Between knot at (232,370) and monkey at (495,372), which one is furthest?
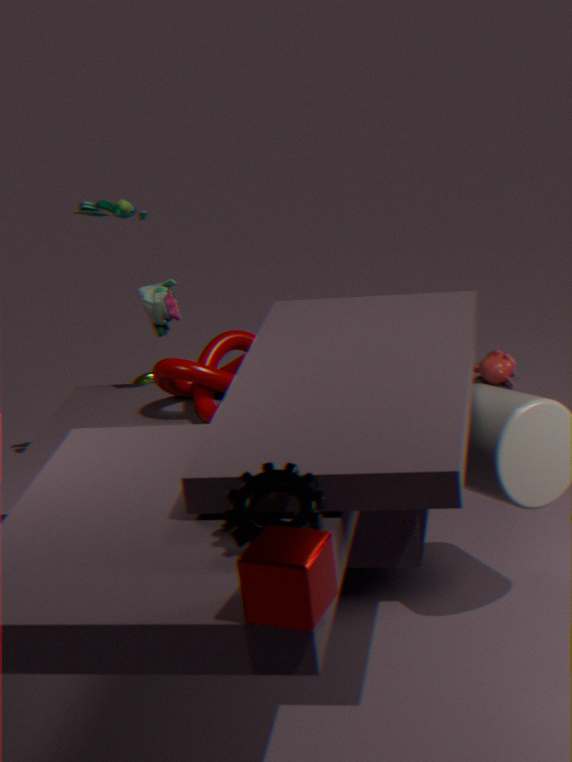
monkey at (495,372)
